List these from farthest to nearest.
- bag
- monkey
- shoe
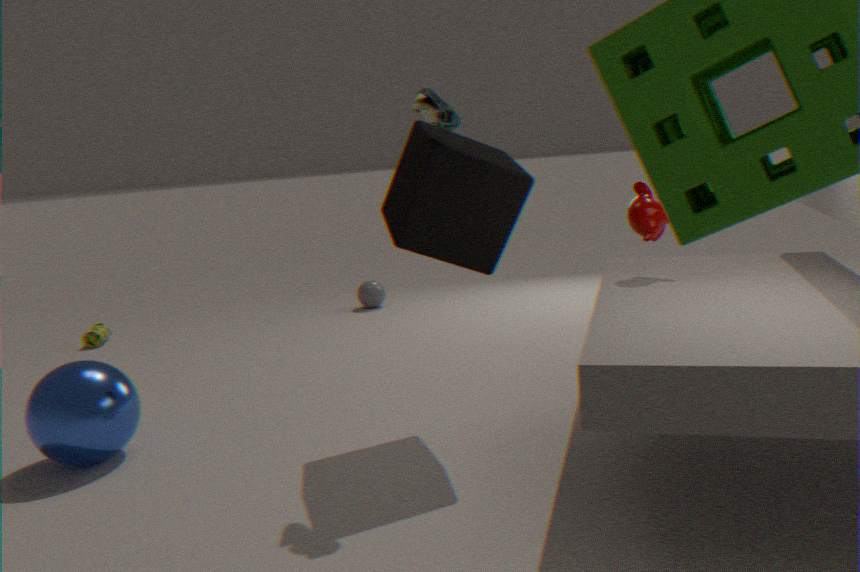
bag, monkey, shoe
